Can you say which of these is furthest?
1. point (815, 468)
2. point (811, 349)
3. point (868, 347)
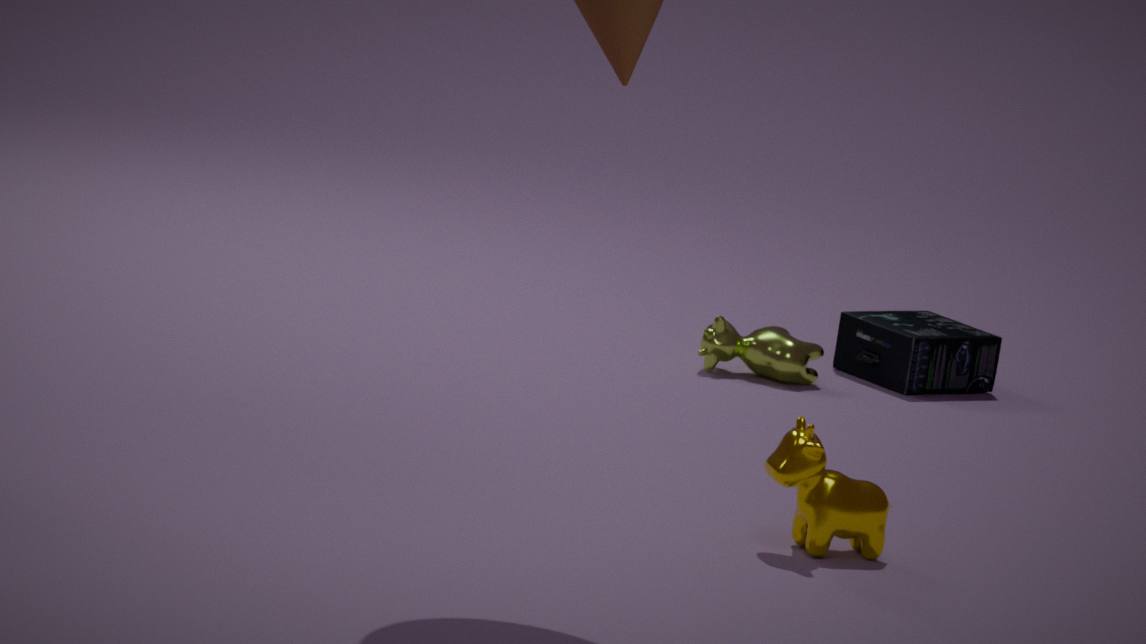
point (868, 347)
